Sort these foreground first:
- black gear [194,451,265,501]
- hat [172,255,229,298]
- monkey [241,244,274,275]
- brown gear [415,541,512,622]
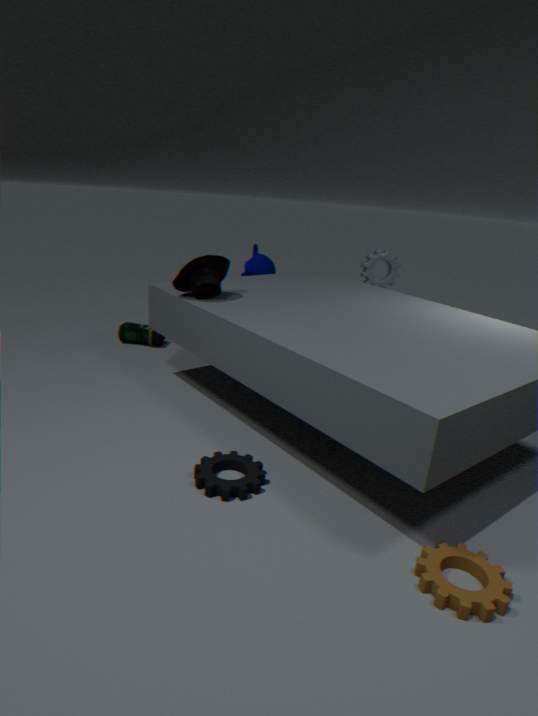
brown gear [415,541,512,622] → black gear [194,451,265,501] → hat [172,255,229,298] → monkey [241,244,274,275]
